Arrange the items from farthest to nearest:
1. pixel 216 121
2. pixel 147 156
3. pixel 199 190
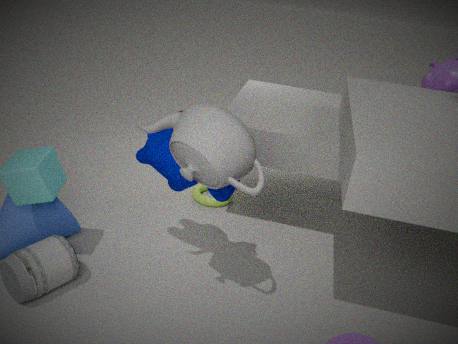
pixel 199 190
pixel 147 156
pixel 216 121
